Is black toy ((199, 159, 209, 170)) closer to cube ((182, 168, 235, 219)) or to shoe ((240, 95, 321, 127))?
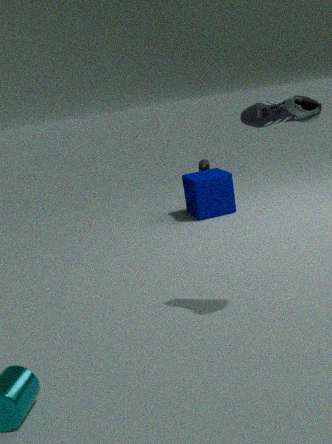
cube ((182, 168, 235, 219))
